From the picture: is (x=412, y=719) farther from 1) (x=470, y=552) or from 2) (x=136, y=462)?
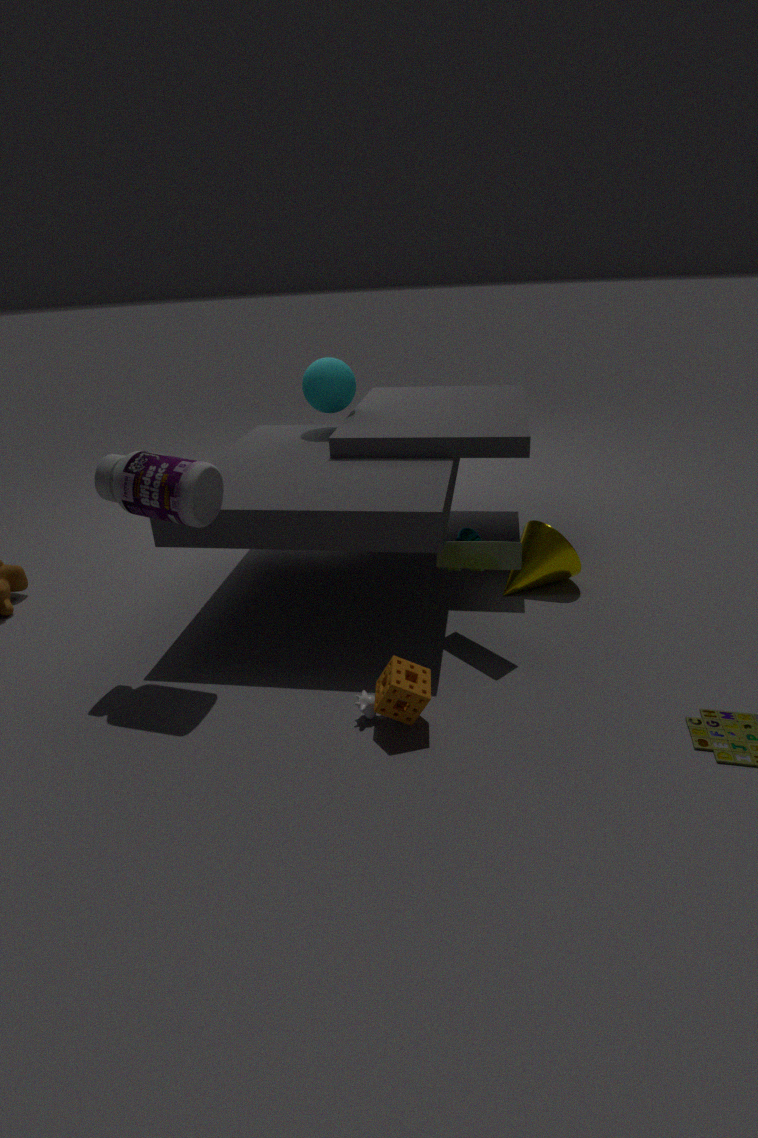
2) (x=136, y=462)
